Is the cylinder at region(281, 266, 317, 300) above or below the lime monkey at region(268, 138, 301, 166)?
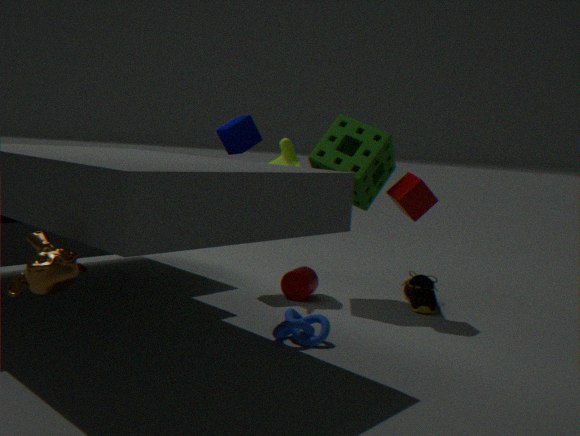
below
